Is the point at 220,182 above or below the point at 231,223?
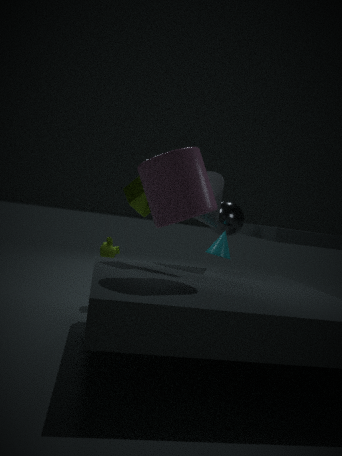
above
